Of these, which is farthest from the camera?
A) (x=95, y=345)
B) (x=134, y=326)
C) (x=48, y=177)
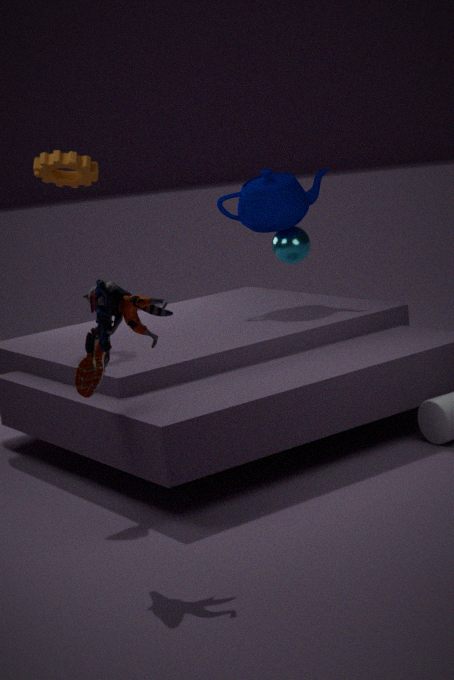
(x=48, y=177)
